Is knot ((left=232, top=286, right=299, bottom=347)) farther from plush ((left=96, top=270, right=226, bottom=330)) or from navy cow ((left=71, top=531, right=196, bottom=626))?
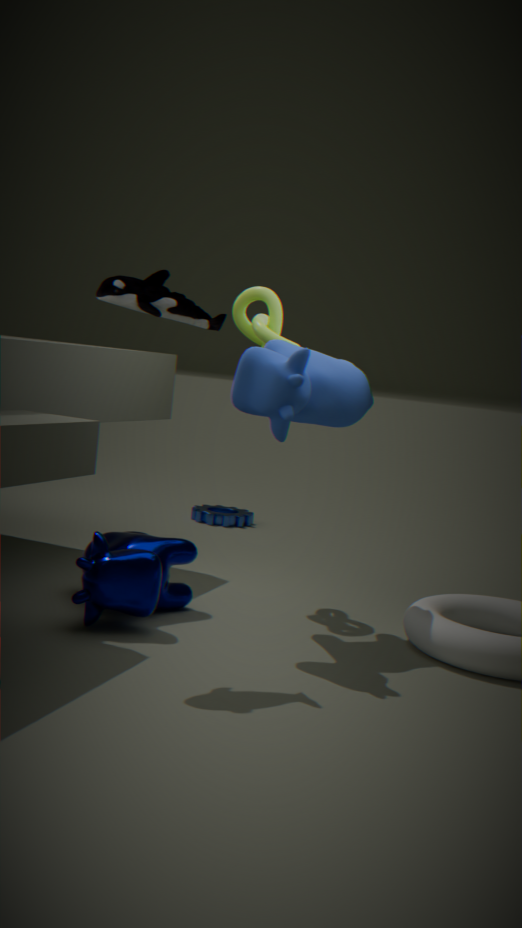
navy cow ((left=71, top=531, right=196, bottom=626))
